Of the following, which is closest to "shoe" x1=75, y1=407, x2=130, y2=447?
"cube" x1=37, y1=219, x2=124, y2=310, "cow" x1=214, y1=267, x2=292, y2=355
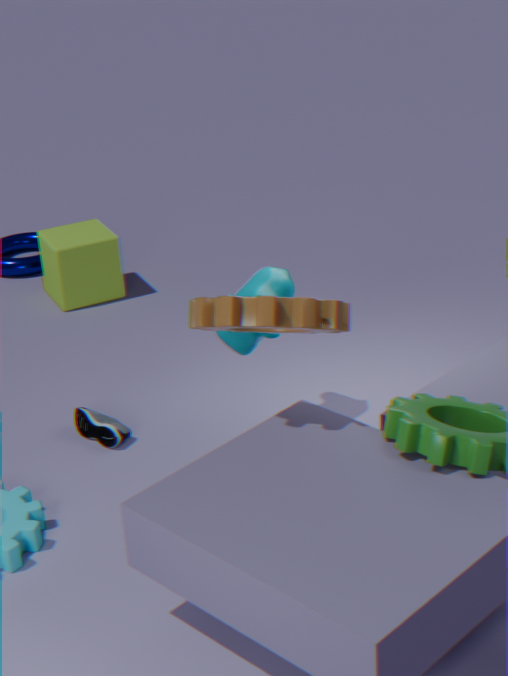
"cow" x1=214, y1=267, x2=292, y2=355
